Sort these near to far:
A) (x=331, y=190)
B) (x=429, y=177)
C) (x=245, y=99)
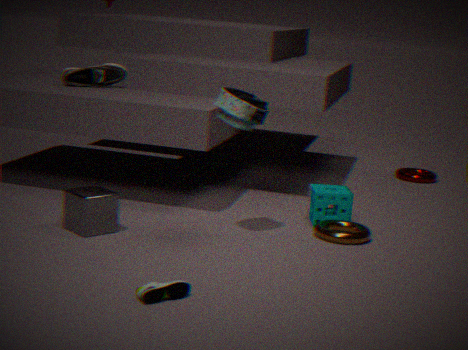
(x=245, y=99) < (x=331, y=190) < (x=429, y=177)
